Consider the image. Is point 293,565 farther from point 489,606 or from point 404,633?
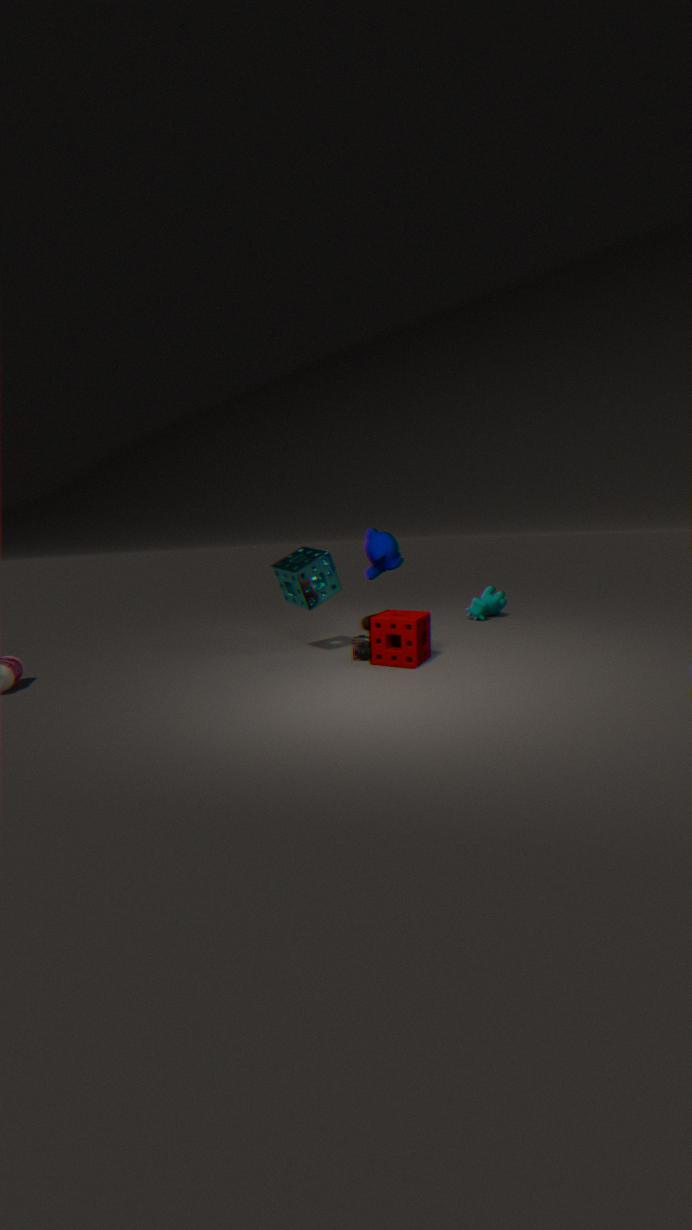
point 489,606
